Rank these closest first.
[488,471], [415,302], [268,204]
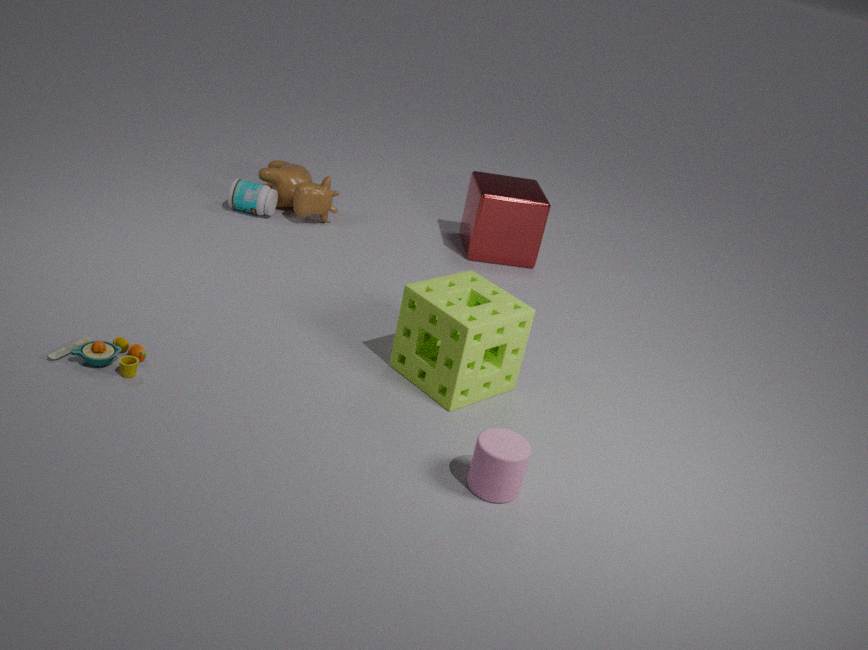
[488,471] → [415,302] → [268,204]
